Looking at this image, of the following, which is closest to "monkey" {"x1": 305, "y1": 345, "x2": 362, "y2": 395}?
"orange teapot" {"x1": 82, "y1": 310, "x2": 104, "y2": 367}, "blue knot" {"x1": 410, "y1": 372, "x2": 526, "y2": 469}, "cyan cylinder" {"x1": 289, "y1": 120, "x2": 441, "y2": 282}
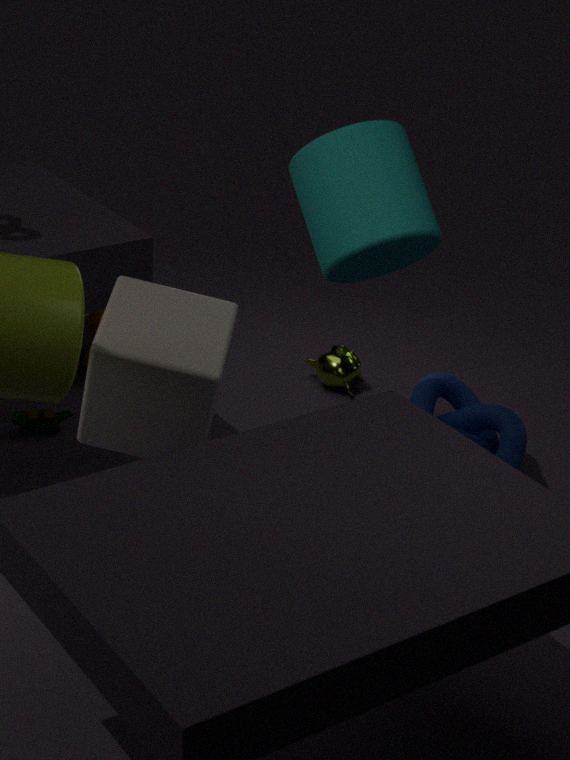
"blue knot" {"x1": 410, "y1": 372, "x2": 526, "y2": 469}
